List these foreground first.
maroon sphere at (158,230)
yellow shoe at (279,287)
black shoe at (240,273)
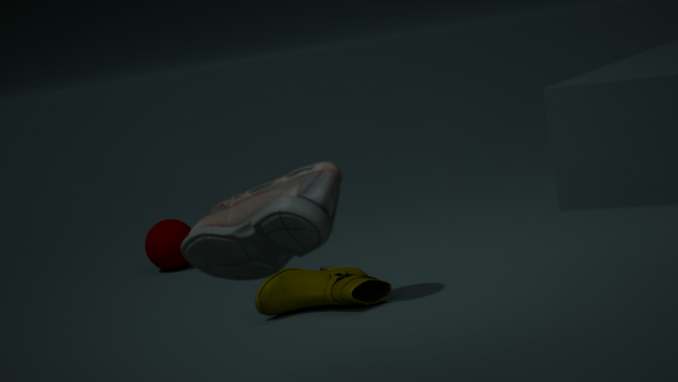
black shoe at (240,273) → yellow shoe at (279,287) → maroon sphere at (158,230)
